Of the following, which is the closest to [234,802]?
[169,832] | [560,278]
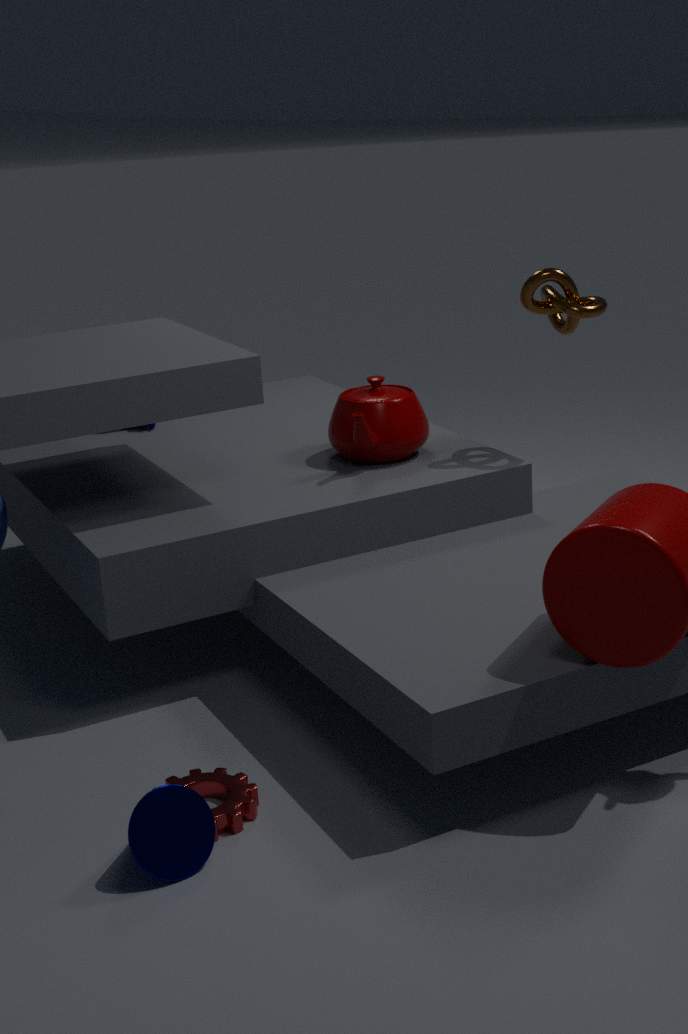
[169,832]
